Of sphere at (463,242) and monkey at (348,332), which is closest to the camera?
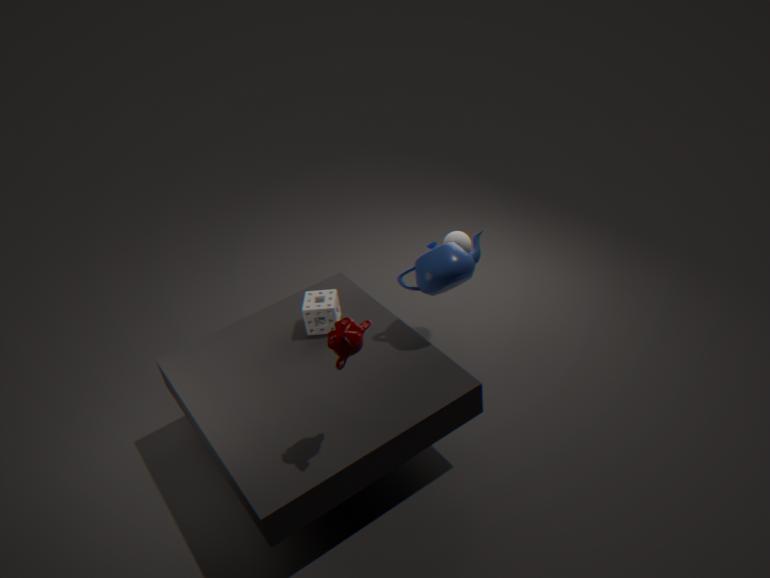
monkey at (348,332)
